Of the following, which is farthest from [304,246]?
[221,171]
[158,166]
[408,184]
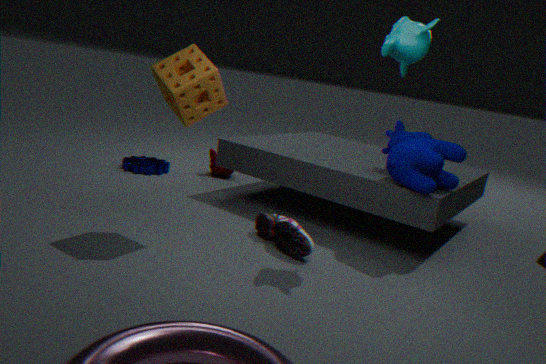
[158,166]
